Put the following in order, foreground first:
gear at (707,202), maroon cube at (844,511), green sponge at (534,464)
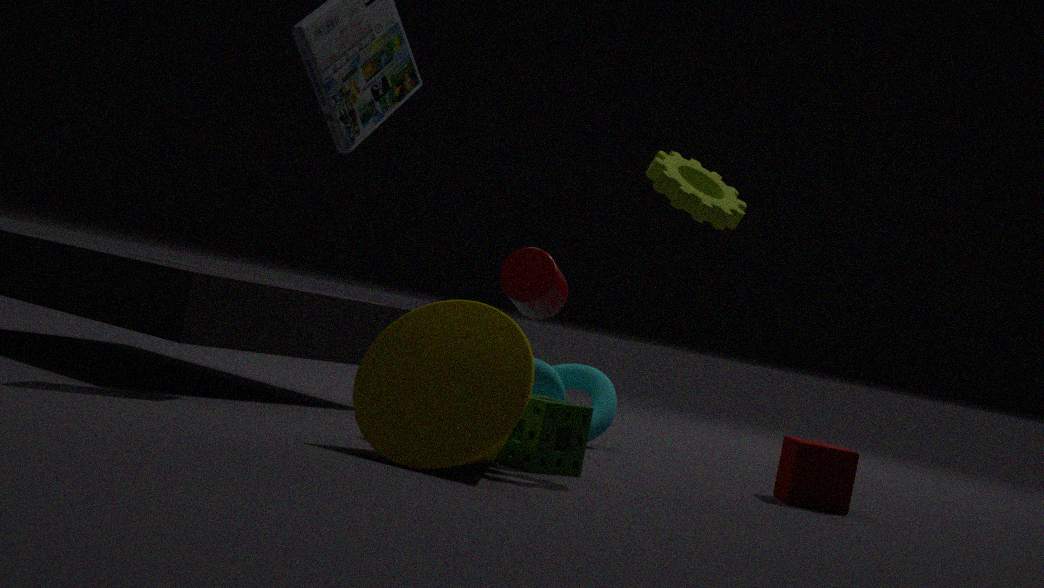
gear at (707,202), green sponge at (534,464), maroon cube at (844,511)
